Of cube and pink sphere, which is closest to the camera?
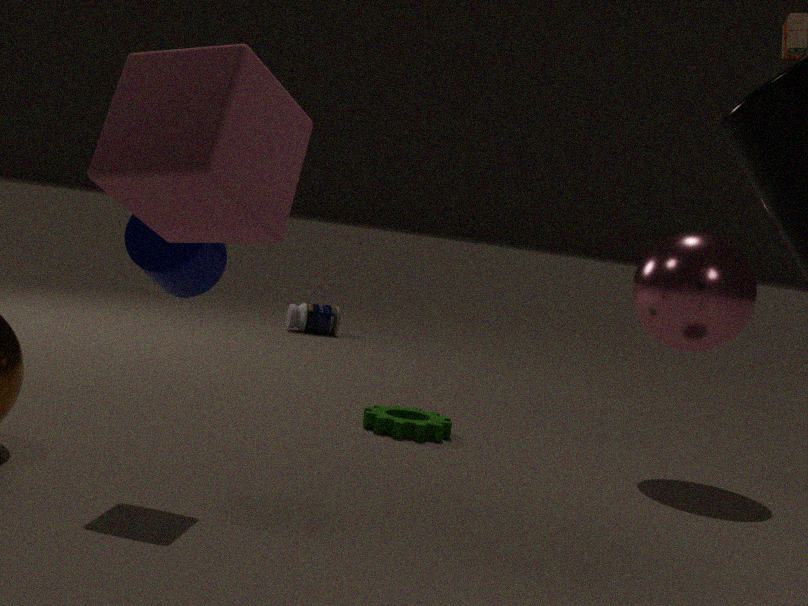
cube
